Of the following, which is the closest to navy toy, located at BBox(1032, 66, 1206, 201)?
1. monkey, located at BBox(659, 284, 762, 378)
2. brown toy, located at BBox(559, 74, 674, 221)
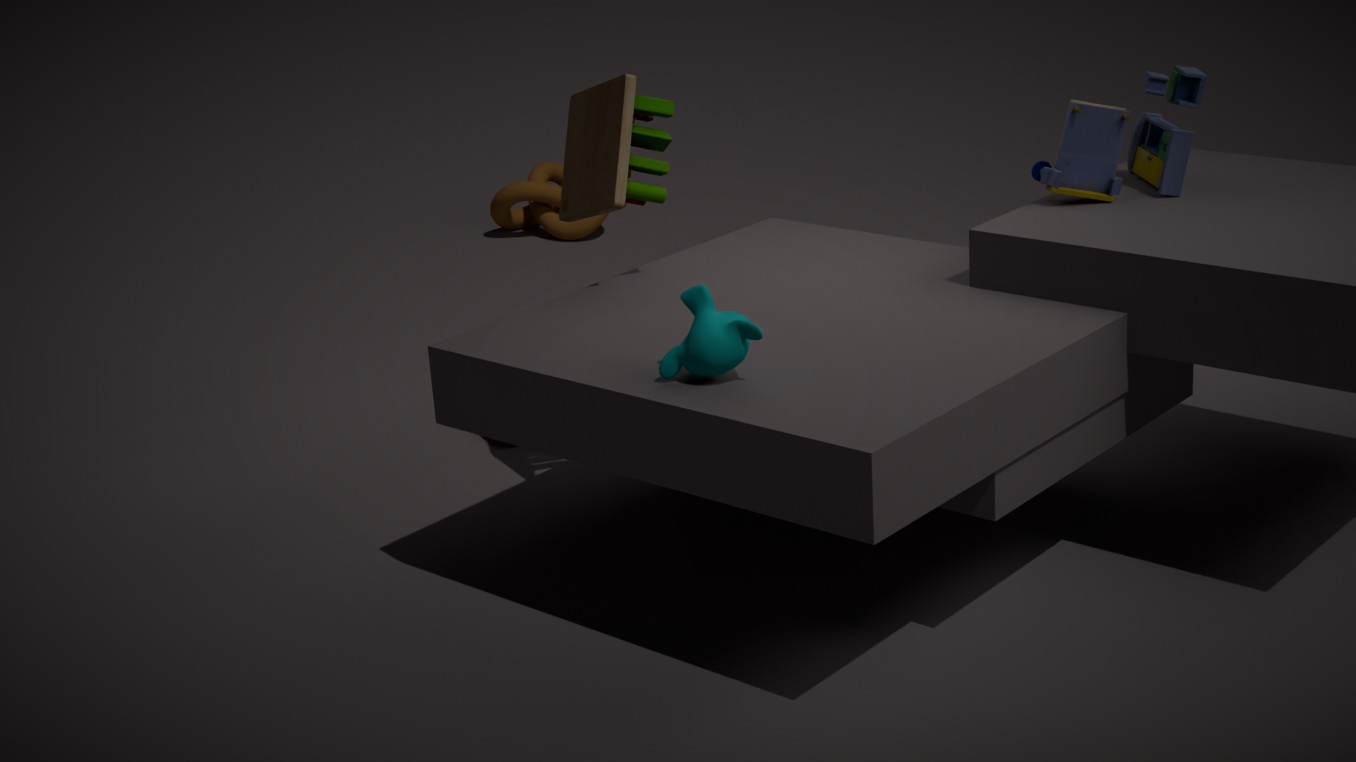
brown toy, located at BBox(559, 74, 674, 221)
